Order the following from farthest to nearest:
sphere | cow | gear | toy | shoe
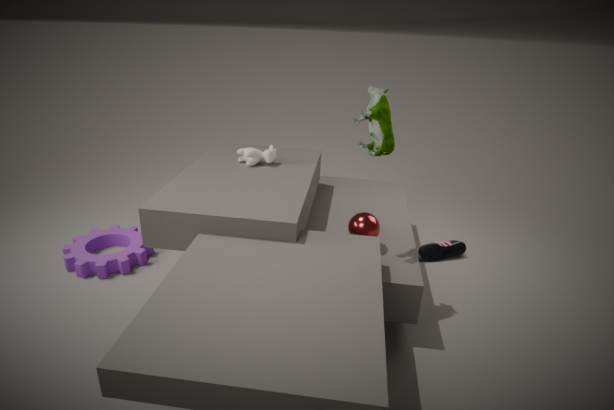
1. shoe
2. cow
3. gear
4. sphere
5. toy
